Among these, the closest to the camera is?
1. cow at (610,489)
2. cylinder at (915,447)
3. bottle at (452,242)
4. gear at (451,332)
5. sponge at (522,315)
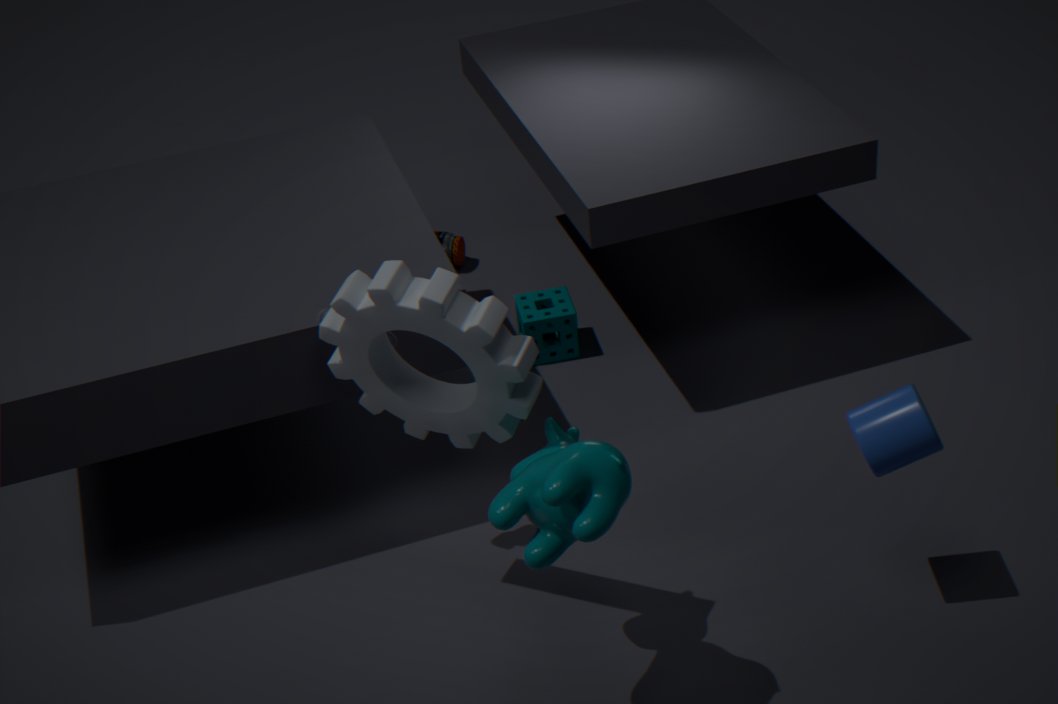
cow at (610,489)
